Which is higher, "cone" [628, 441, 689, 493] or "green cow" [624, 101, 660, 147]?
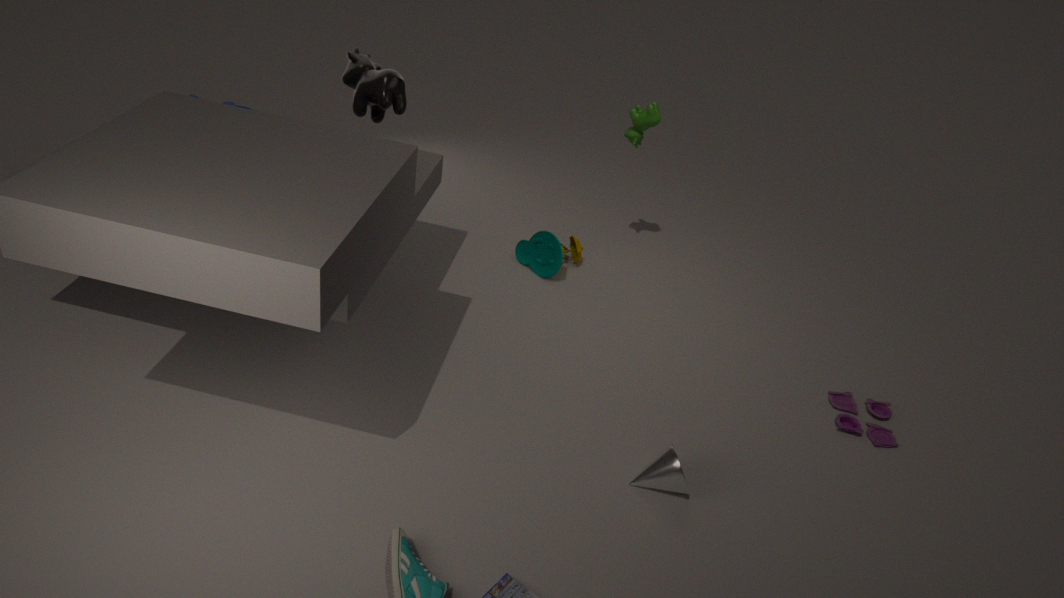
"green cow" [624, 101, 660, 147]
